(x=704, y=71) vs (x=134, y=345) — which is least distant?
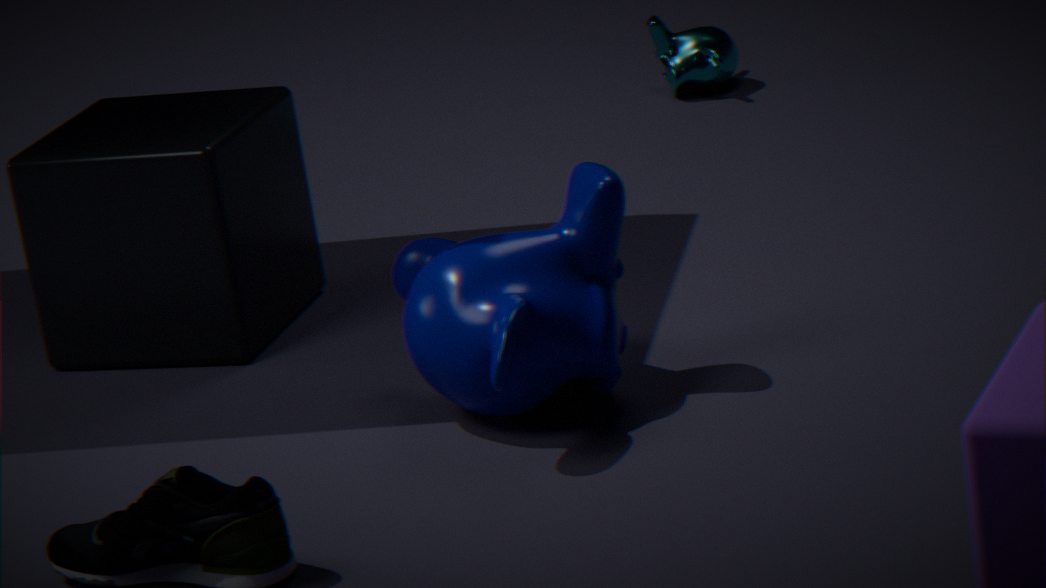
(x=134, y=345)
